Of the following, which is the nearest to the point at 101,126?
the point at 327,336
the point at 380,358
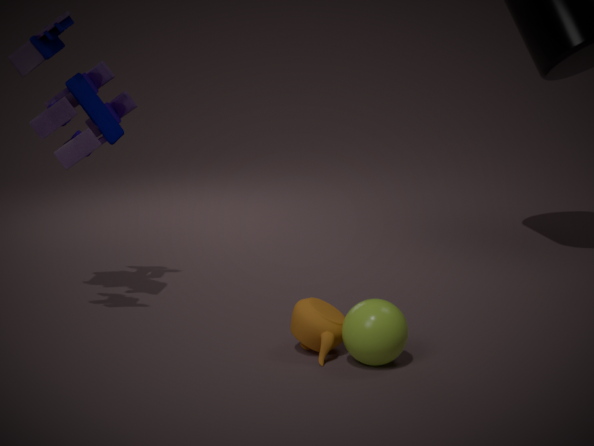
the point at 327,336
